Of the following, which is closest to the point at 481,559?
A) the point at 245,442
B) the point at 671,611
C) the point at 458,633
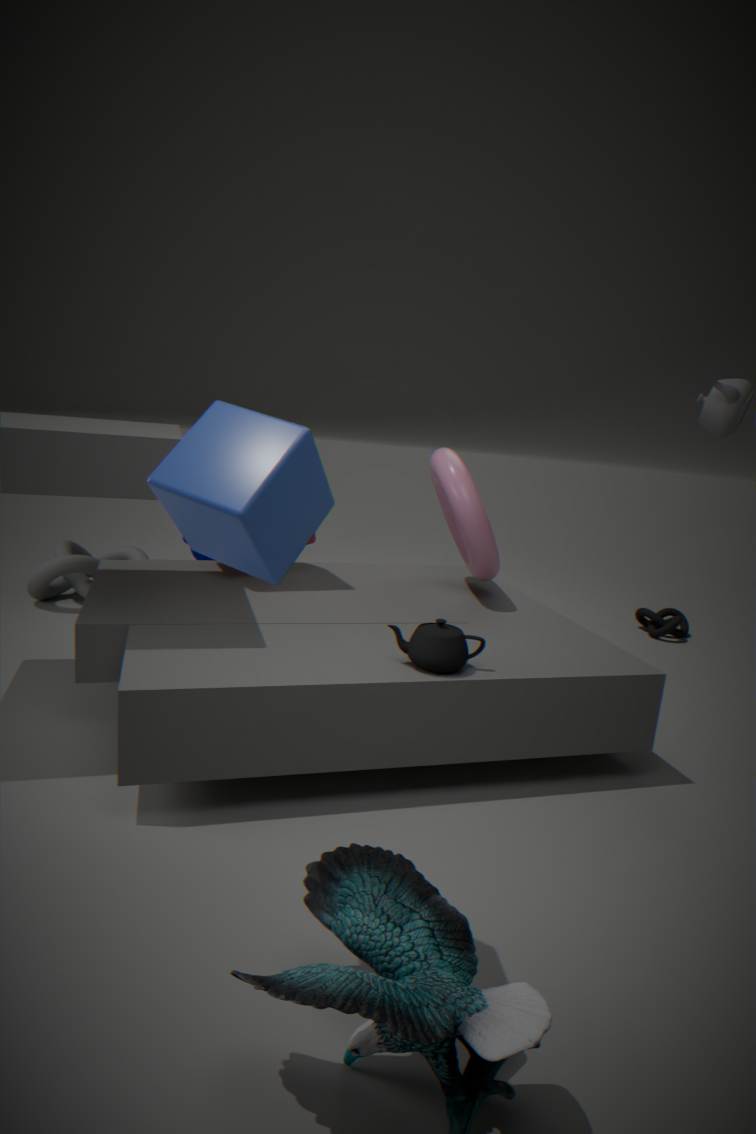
the point at 458,633
